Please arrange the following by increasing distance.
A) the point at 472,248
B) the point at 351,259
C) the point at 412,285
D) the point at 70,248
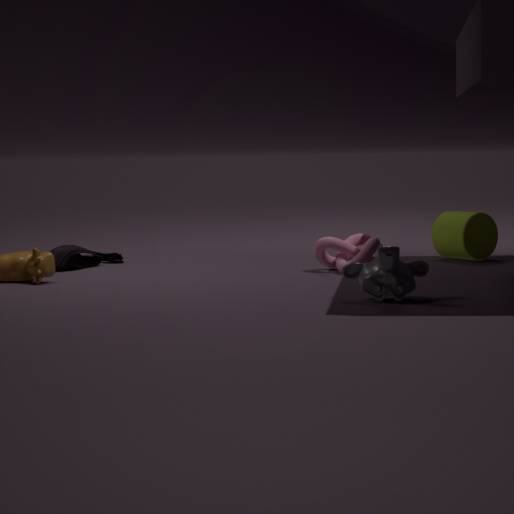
the point at 412,285 → the point at 351,259 → the point at 472,248 → the point at 70,248
